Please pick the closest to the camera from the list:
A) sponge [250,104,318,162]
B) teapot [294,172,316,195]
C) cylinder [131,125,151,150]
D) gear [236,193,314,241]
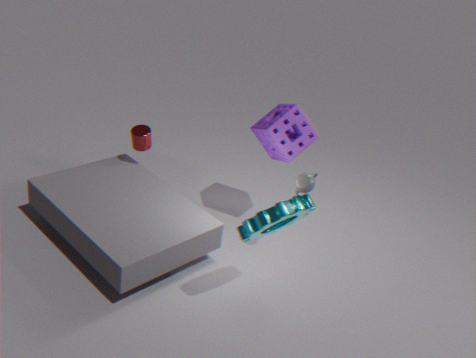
gear [236,193,314,241]
